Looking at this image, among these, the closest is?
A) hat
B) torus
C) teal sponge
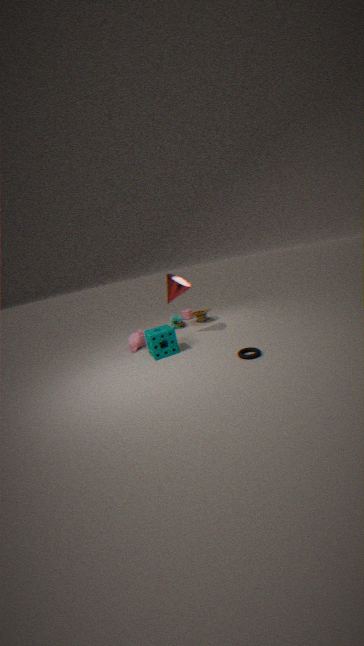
torus
